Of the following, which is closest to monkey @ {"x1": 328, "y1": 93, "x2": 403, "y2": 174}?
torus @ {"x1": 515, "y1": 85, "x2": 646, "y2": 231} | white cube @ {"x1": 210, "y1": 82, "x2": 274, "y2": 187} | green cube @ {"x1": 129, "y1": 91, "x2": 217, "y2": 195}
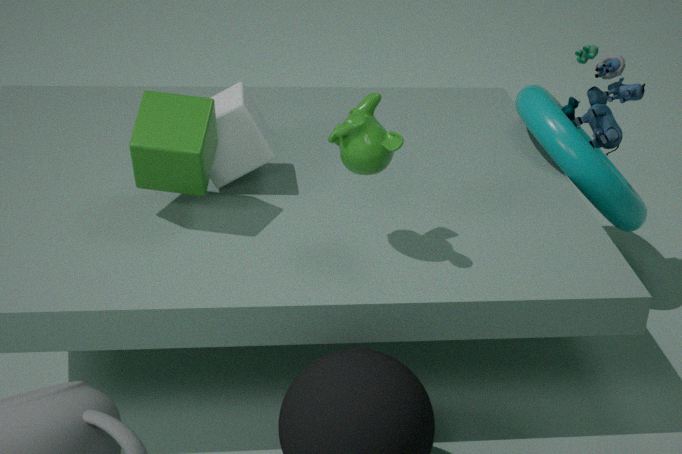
white cube @ {"x1": 210, "y1": 82, "x2": 274, "y2": 187}
